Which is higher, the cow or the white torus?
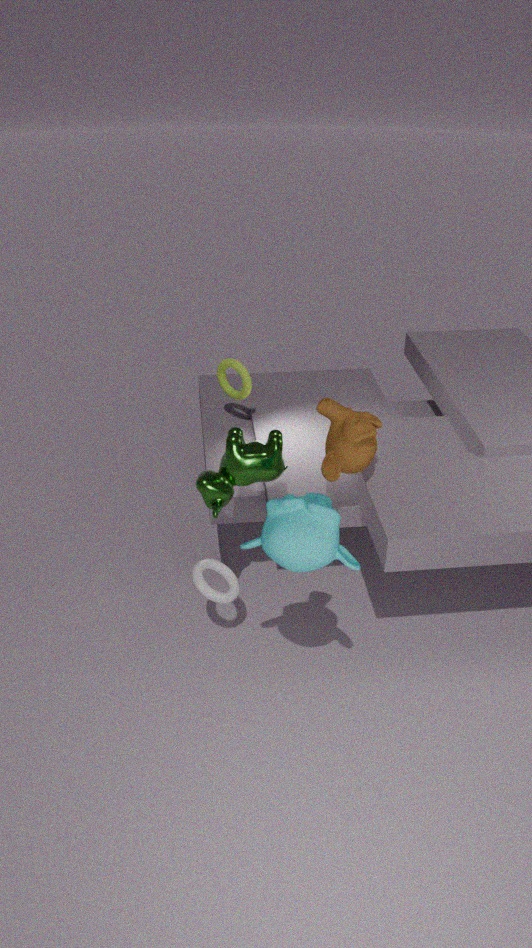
the cow
